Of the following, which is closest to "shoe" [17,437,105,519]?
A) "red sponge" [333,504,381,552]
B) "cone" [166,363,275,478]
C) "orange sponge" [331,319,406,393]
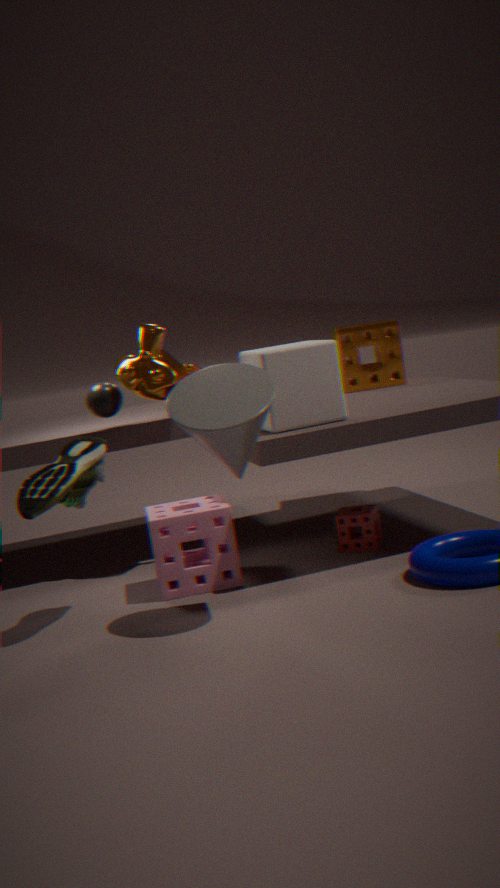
"cone" [166,363,275,478]
